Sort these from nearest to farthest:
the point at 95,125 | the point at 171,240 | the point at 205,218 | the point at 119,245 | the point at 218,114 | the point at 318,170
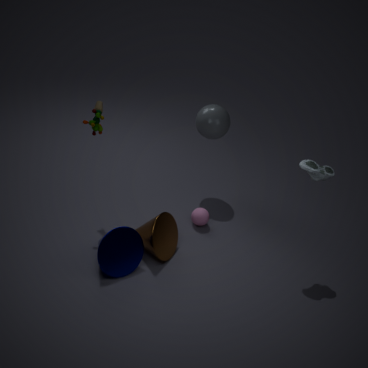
the point at 119,245 → the point at 318,170 → the point at 95,125 → the point at 171,240 → the point at 205,218 → the point at 218,114
